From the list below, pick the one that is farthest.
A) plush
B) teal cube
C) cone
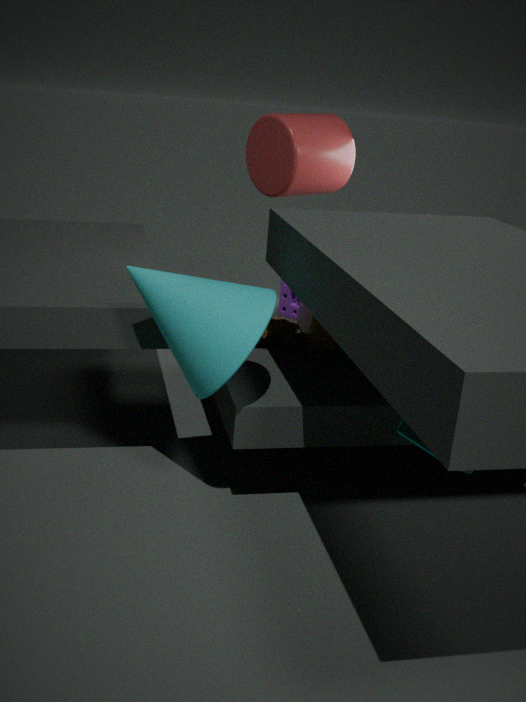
plush
